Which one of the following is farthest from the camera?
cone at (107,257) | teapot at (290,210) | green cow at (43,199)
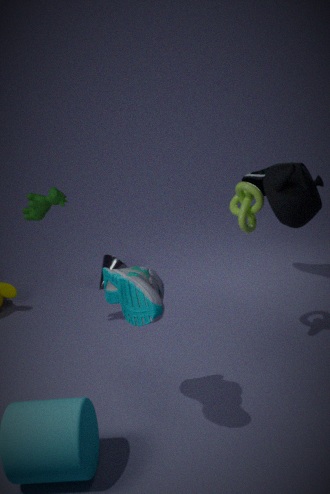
cone at (107,257)
